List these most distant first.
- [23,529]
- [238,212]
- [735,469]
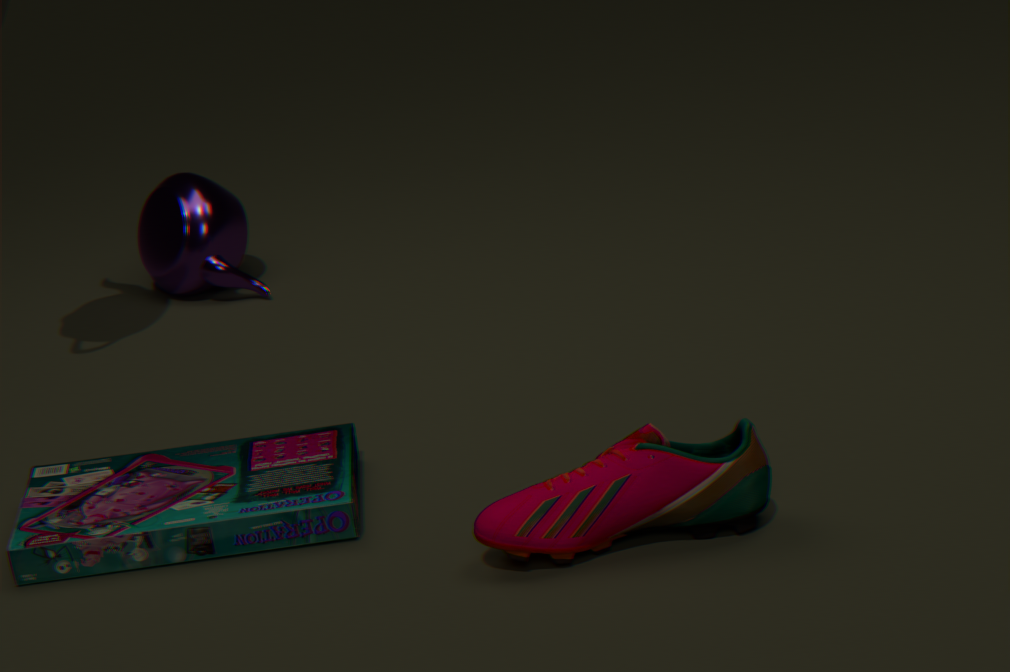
[238,212] → [23,529] → [735,469]
